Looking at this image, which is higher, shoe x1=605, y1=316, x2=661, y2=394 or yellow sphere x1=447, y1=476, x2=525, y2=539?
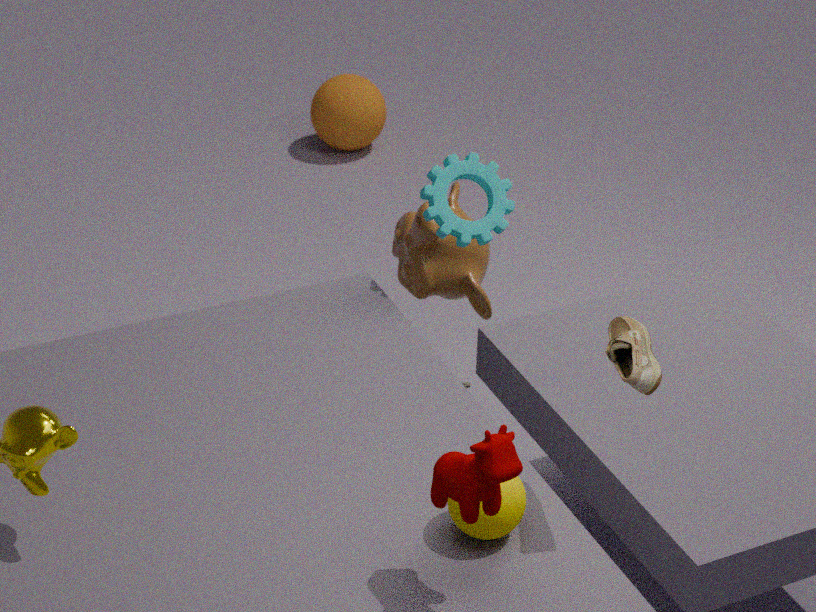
shoe x1=605, y1=316, x2=661, y2=394
